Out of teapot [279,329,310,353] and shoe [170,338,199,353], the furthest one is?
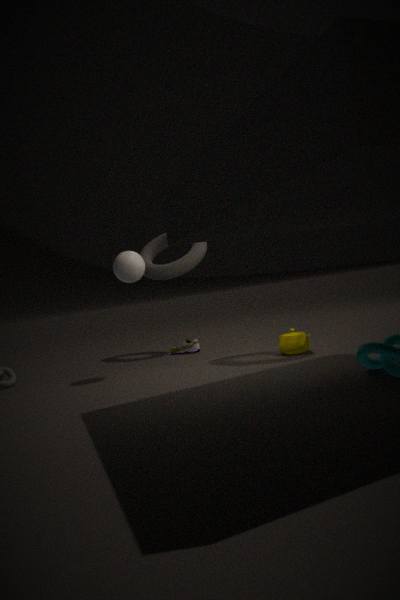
shoe [170,338,199,353]
